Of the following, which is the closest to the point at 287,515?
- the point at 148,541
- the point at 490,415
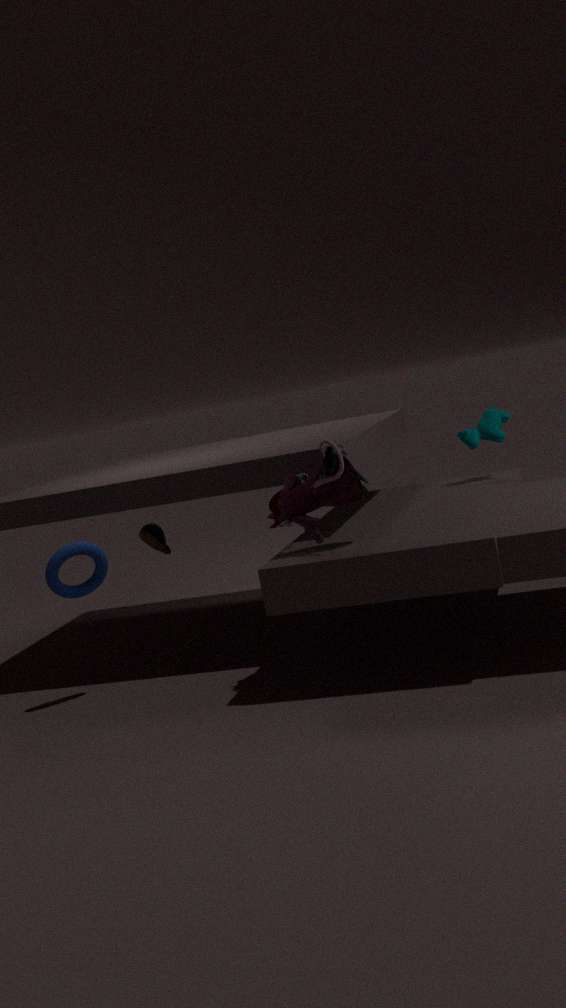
the point at 490,415
